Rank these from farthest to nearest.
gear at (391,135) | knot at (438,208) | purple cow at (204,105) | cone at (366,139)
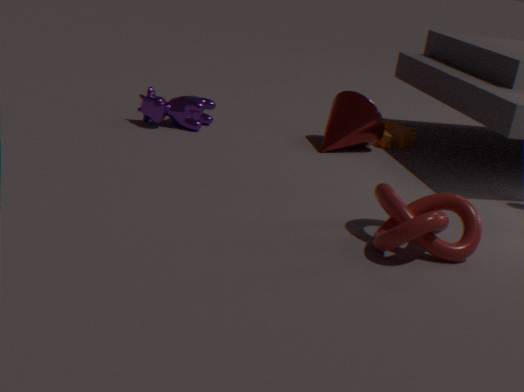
gear at (391,135)
cone at (366,139)
purple cow at (204,105)
knot at (438,208)
